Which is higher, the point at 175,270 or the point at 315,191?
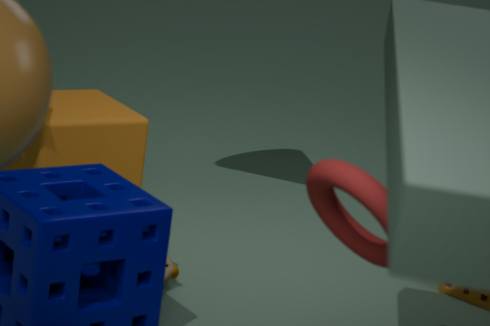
the point at 315,191
